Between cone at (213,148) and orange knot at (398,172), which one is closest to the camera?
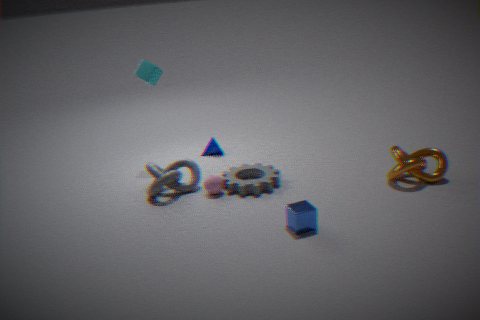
orange knot at (398,172)
